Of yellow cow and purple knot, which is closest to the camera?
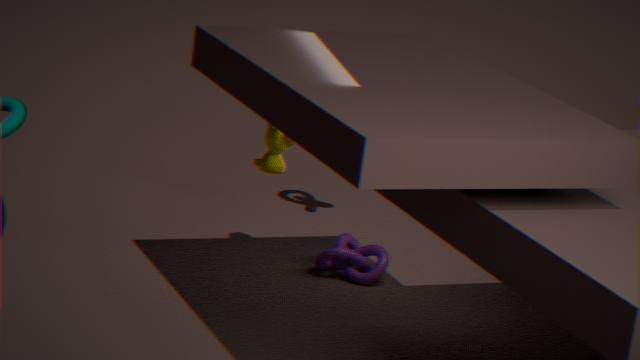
yellow cow
